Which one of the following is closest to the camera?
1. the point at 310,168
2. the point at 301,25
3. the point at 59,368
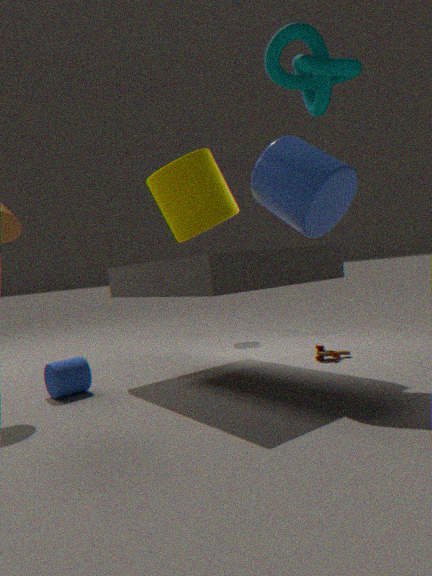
the point at 301,25
